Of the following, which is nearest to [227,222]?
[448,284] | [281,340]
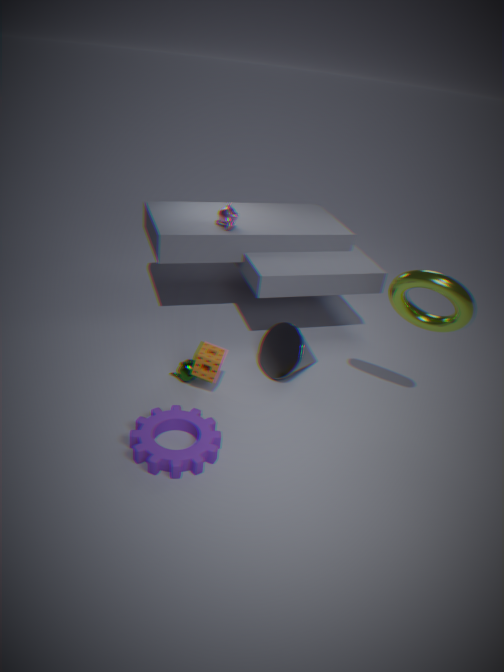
[281,340]
